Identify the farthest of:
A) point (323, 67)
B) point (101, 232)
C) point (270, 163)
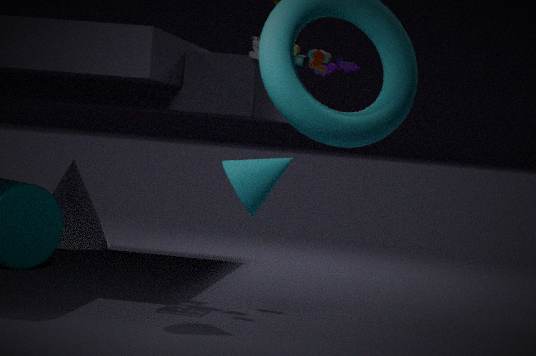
point (101, 232)
